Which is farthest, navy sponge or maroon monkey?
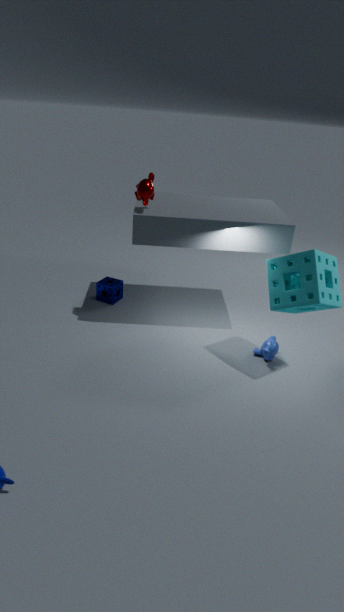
navy sponge
